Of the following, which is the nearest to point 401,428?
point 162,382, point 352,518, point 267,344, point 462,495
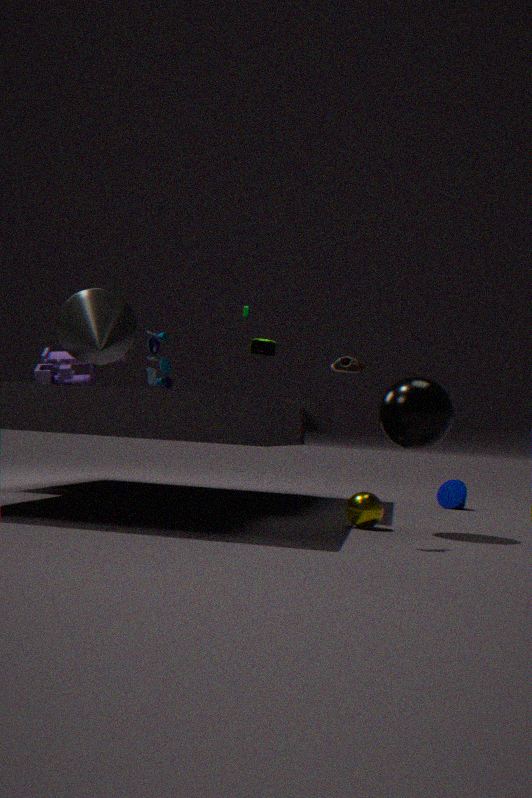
point 352,518
